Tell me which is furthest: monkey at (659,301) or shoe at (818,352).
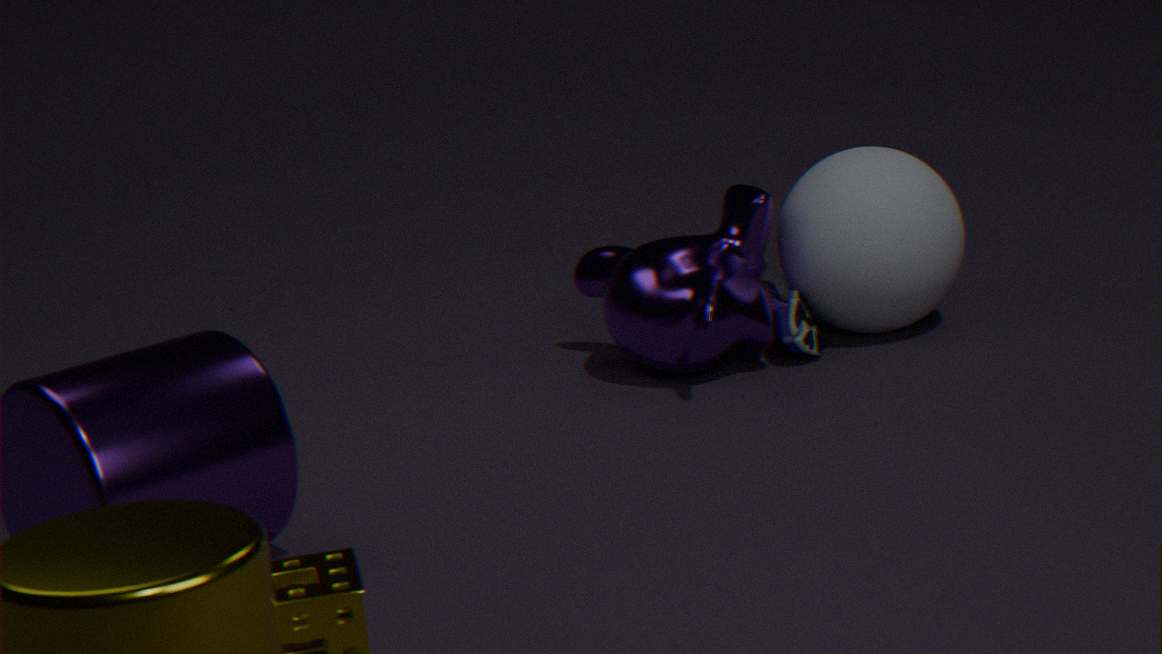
shoe at (818,352)
